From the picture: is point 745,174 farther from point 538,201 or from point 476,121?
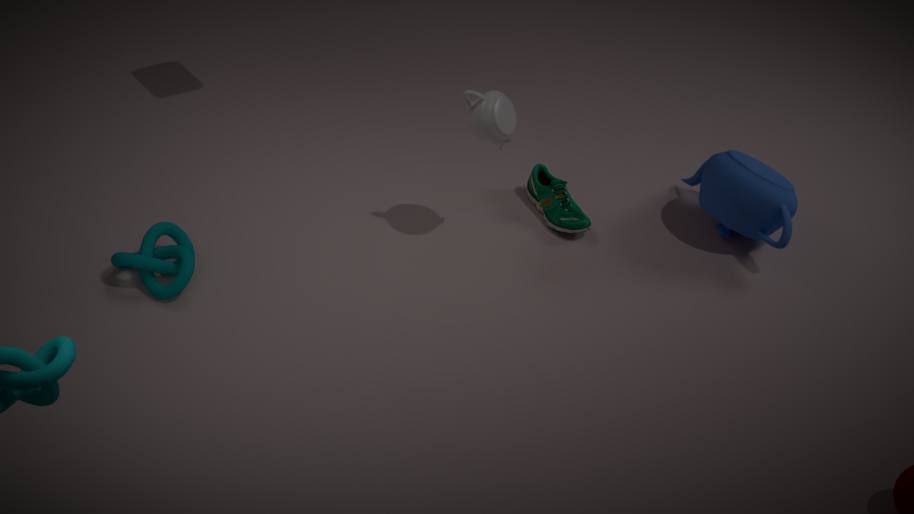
point 476,121
